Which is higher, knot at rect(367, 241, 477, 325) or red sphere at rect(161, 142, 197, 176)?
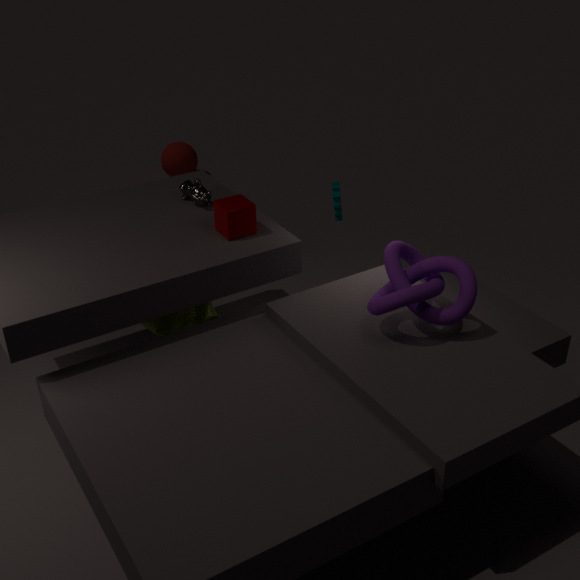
knot at rect(367, 241, 477, 325)
